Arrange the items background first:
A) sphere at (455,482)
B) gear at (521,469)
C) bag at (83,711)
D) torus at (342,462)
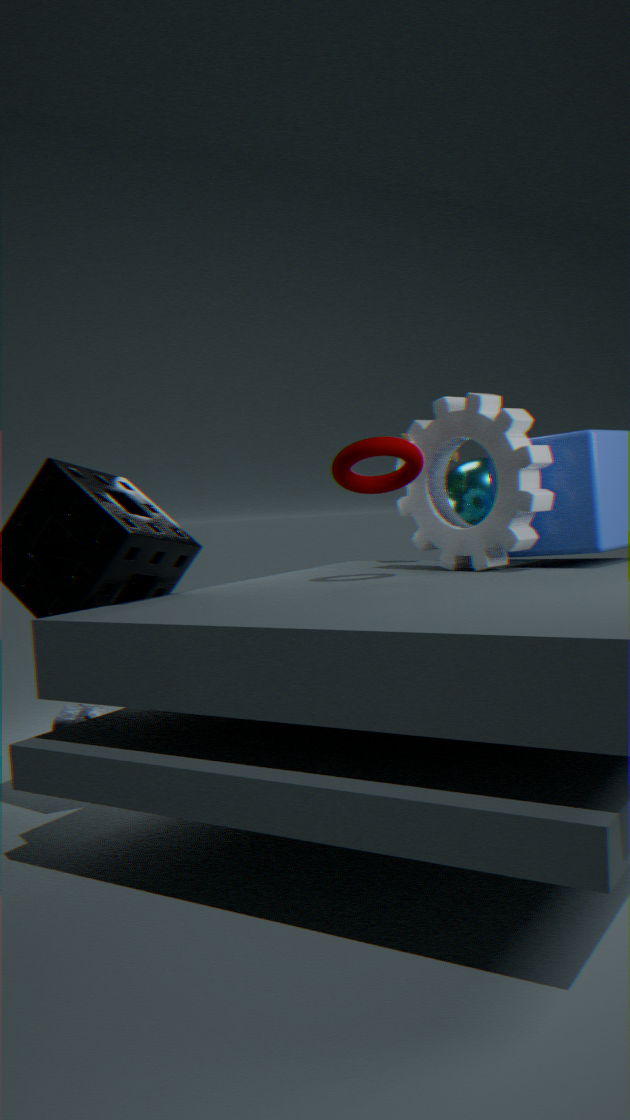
sphere at (455,482) → bag at (83,711) → gear at (521,469) → torus at (342,462)
